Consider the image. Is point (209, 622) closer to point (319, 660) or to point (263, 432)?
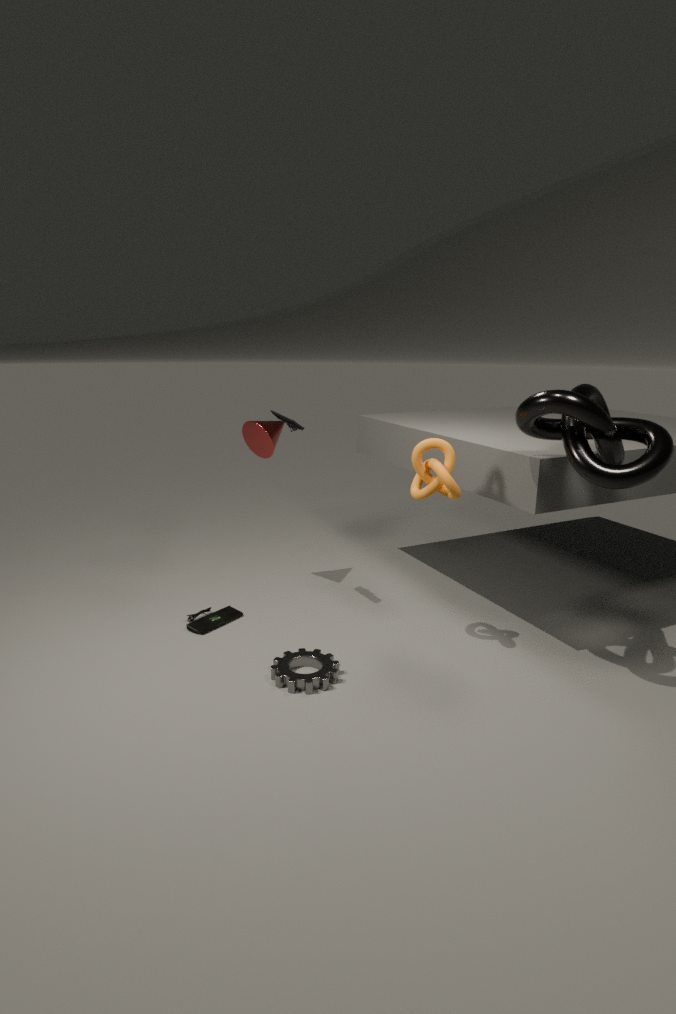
point (319, 660)
